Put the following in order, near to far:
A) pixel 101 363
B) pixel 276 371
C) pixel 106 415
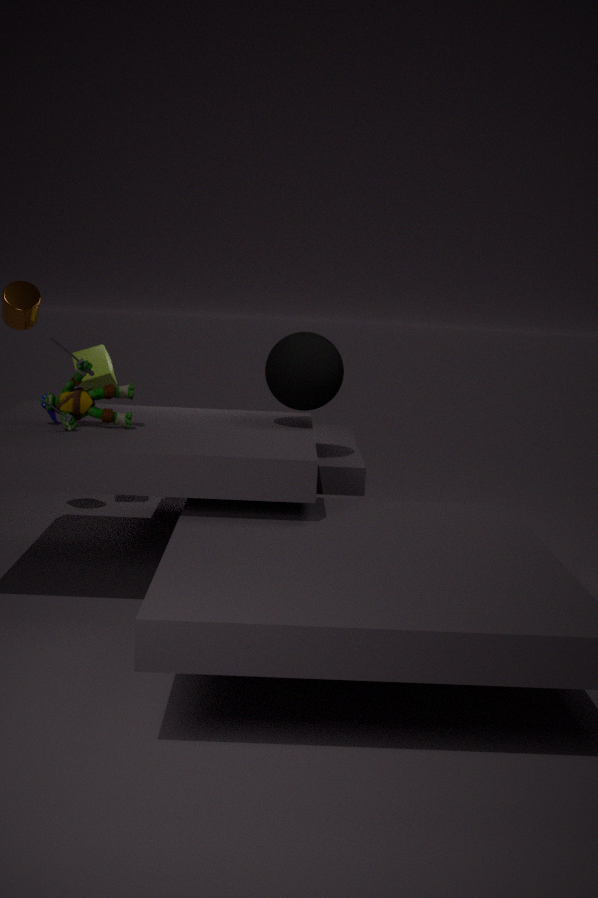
pixel 106 415
pixel 276 371
pixel 101 363
